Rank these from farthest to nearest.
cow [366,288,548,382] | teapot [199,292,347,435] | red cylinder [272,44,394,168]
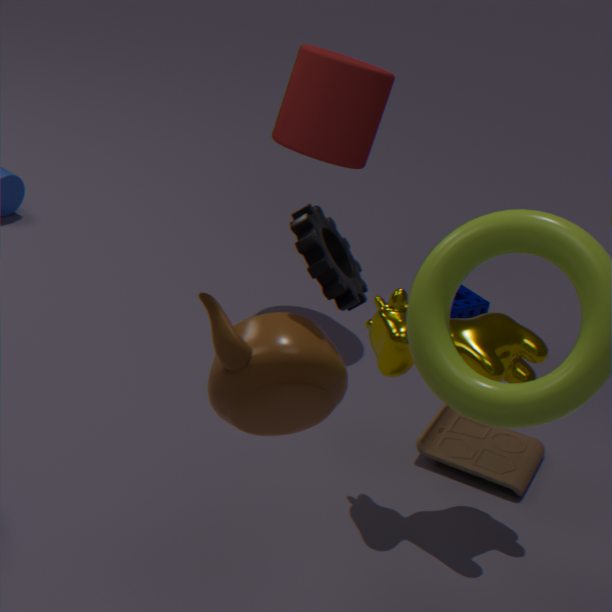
1. red cylinder [272,44,394,168]
2. cow [366,288,548,382]
3. teapot [199,292,347,435]
